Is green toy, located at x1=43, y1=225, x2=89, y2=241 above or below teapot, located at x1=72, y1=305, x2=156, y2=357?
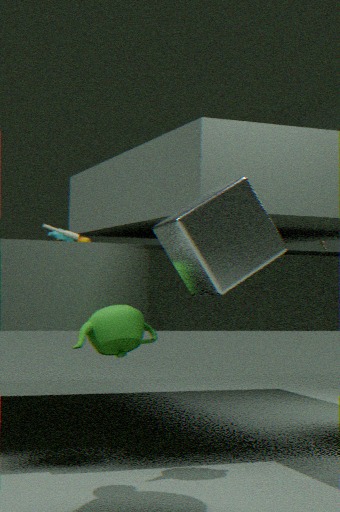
above
